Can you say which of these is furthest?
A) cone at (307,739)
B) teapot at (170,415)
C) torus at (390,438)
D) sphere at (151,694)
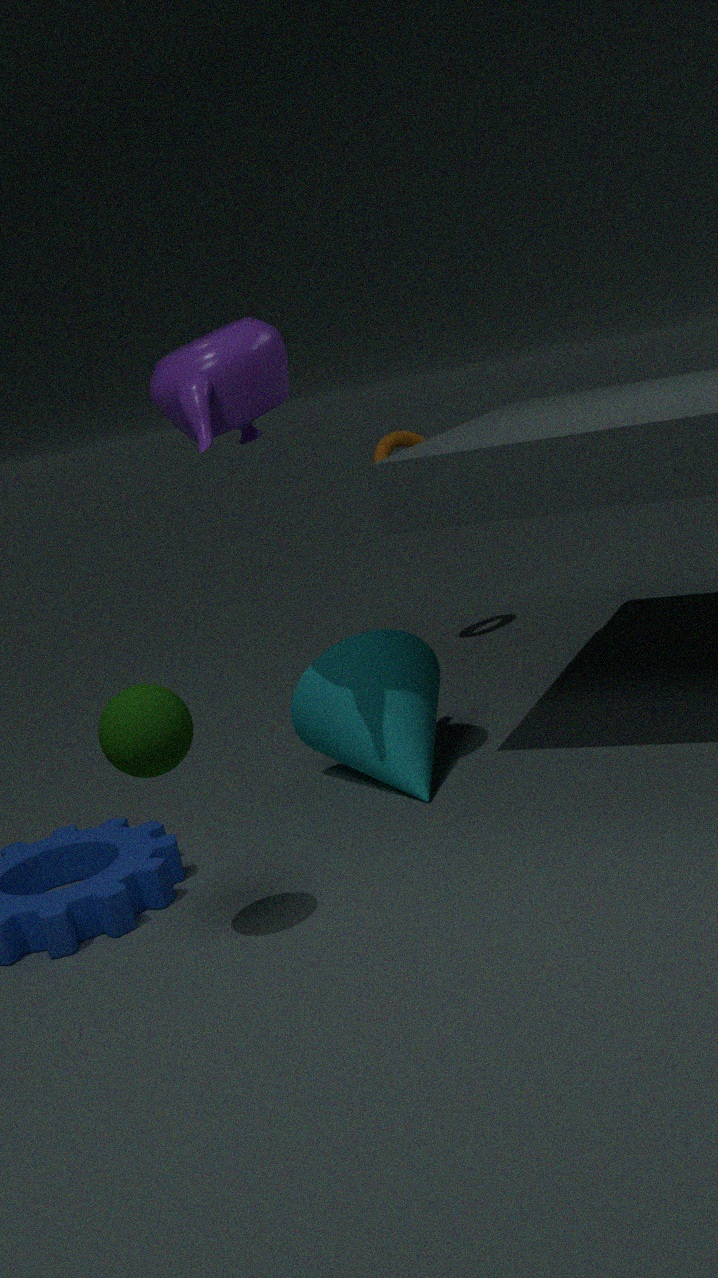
torus at (390,438)
